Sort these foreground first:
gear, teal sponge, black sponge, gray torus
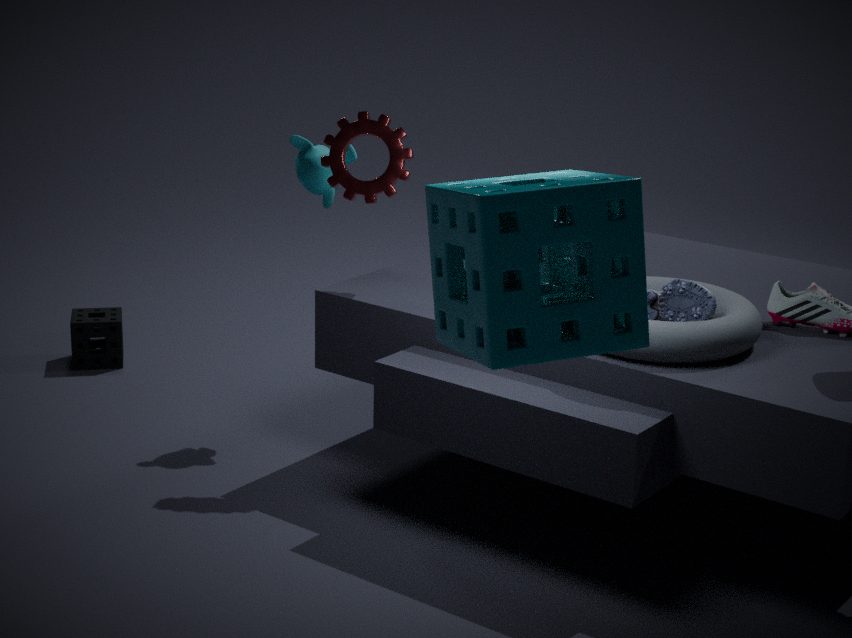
teal sponge < gray torus < gear < black sponge
